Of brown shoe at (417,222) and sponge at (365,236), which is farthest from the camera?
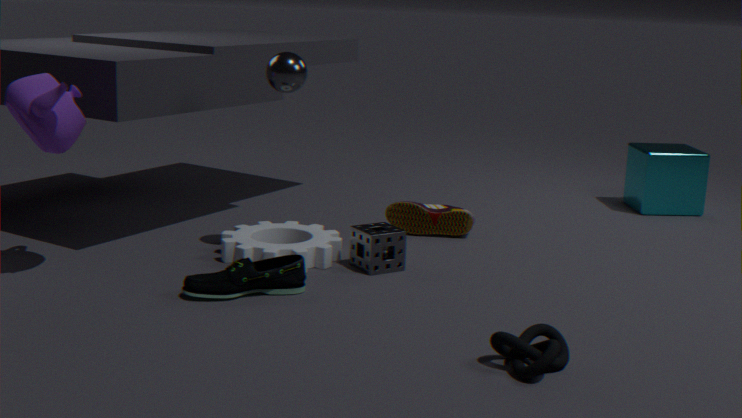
brown shoe at (417,222)
